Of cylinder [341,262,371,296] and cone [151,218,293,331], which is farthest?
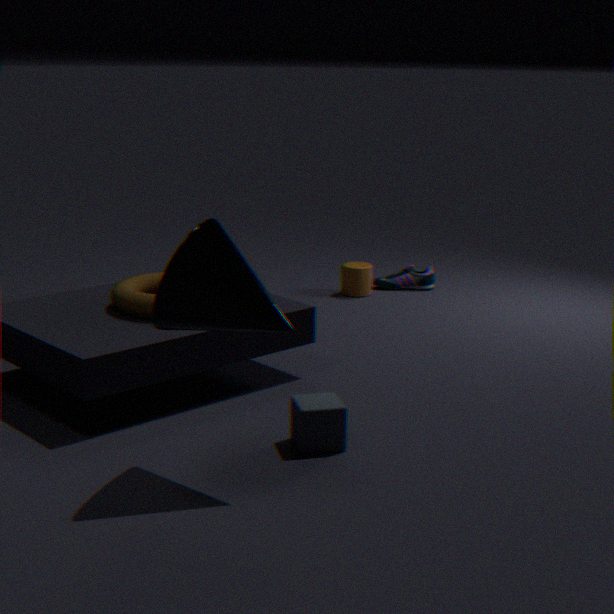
cylinder [341,262,371,296]
